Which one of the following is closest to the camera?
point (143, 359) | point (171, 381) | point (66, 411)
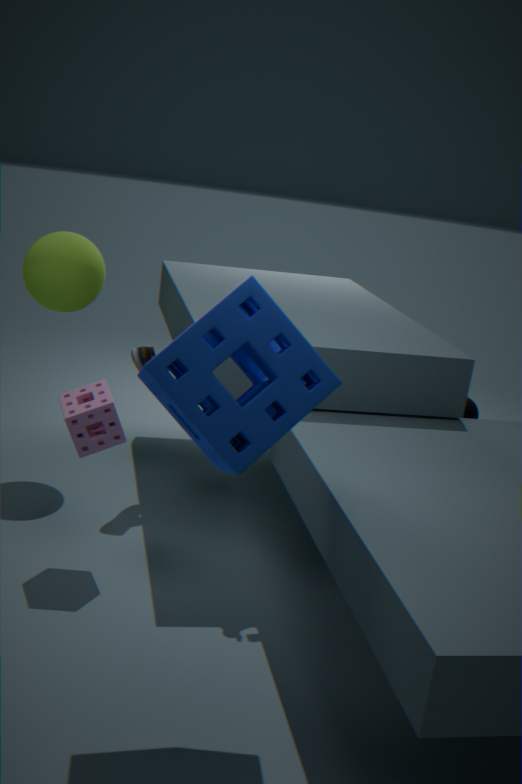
point (171, 381)
